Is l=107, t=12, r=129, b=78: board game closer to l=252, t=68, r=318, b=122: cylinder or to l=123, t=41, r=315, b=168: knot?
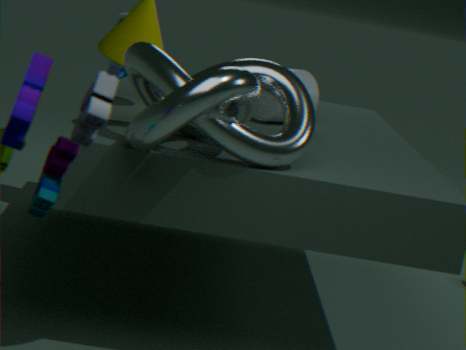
l=252, t=68, r=318, b=122: cylinder
